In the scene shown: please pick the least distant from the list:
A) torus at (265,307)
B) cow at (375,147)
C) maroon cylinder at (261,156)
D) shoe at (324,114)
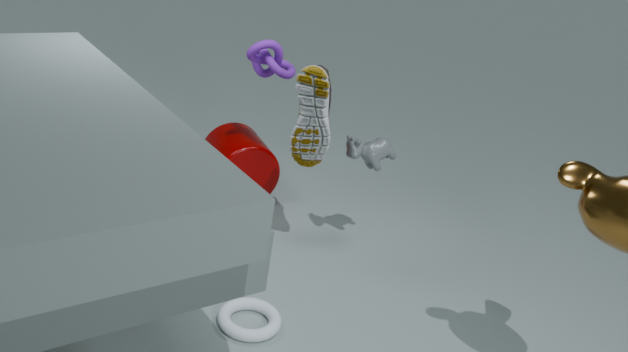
torus at (265,307)
